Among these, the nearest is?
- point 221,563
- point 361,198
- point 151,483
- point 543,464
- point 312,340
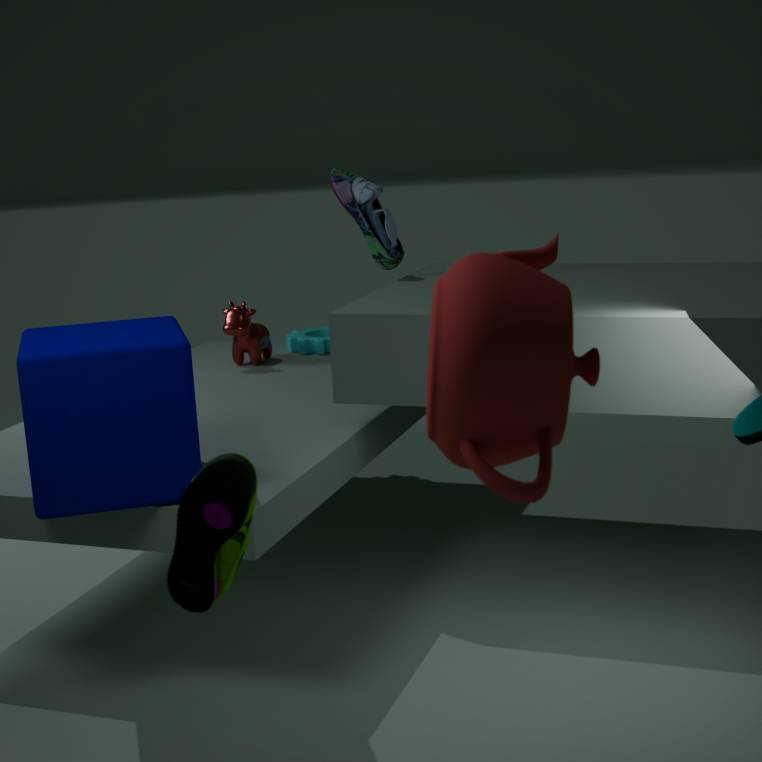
point 543,464
